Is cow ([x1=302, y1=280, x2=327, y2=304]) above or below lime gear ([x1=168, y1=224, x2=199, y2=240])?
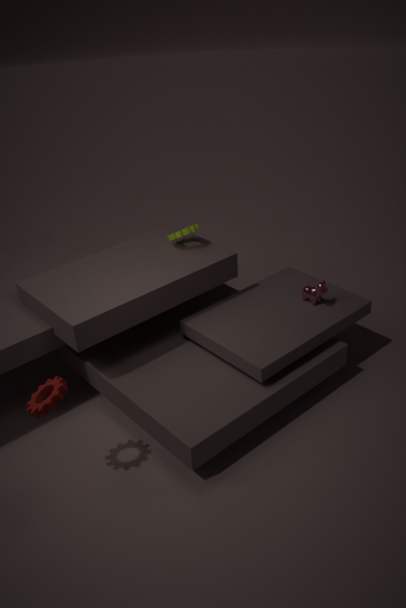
below
